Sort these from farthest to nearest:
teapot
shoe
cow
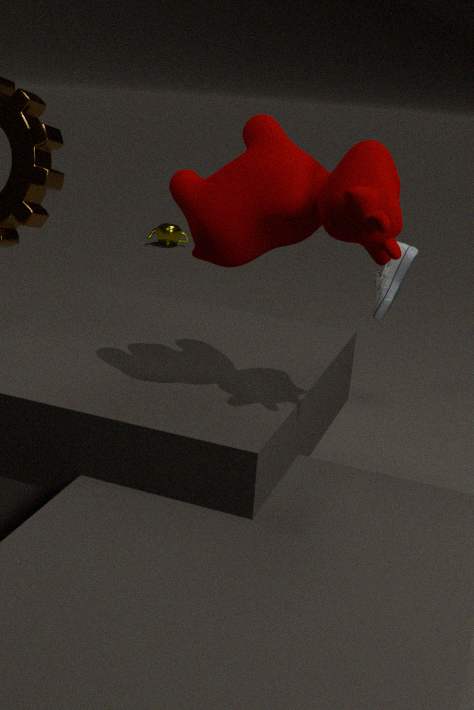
teapot
shoe
cow
